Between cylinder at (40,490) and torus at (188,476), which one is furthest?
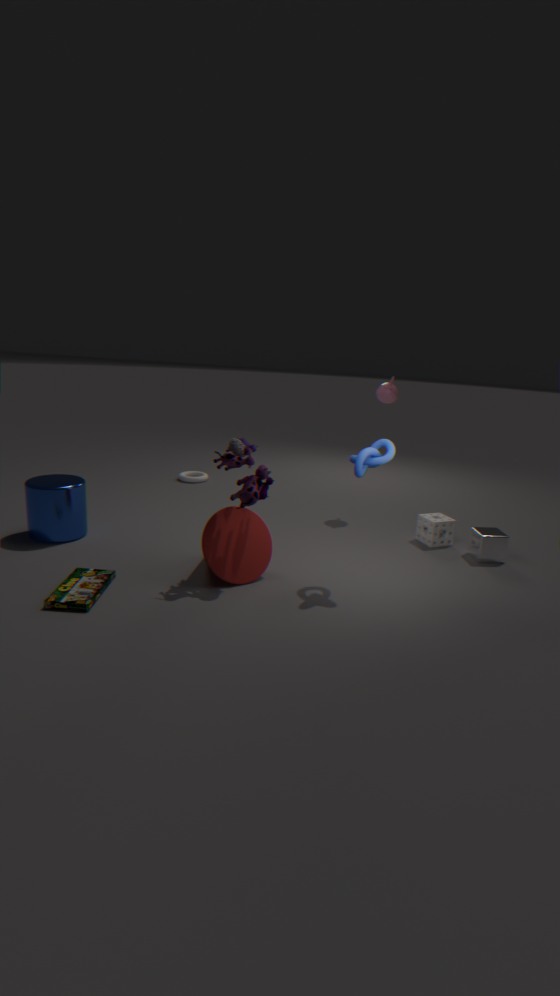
torus at (188,476)
